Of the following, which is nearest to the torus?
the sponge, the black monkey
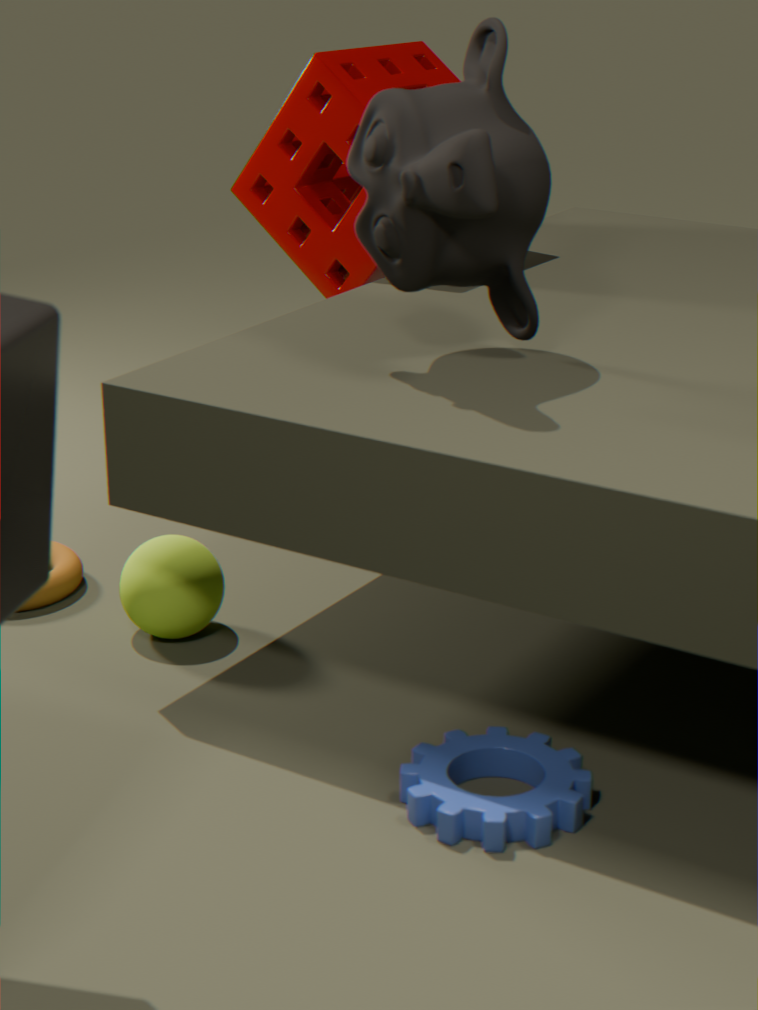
the sponge
